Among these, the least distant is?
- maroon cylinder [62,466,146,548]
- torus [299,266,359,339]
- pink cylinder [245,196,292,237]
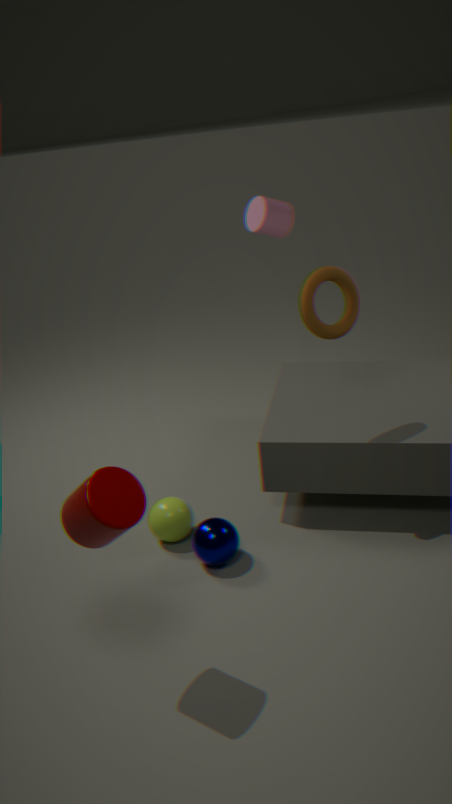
maroon cylinder [62,466,146,548]
